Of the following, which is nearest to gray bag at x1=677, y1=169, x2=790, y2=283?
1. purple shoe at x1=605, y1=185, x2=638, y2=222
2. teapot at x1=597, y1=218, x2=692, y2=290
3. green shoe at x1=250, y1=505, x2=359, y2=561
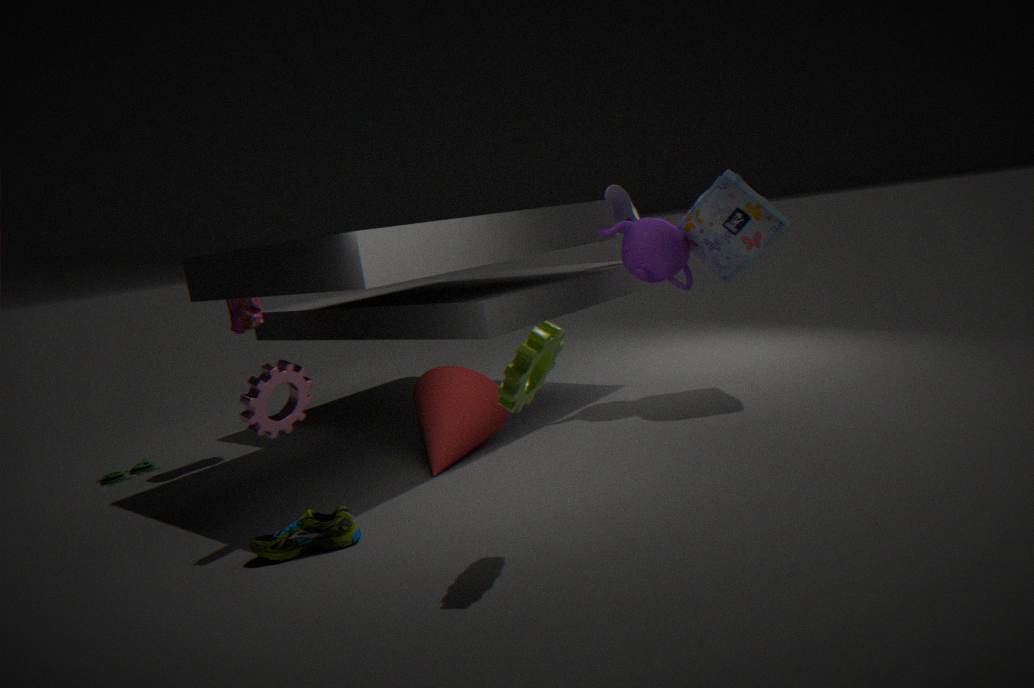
teapot at x1=597, y1=218, x2=692, y2=290
